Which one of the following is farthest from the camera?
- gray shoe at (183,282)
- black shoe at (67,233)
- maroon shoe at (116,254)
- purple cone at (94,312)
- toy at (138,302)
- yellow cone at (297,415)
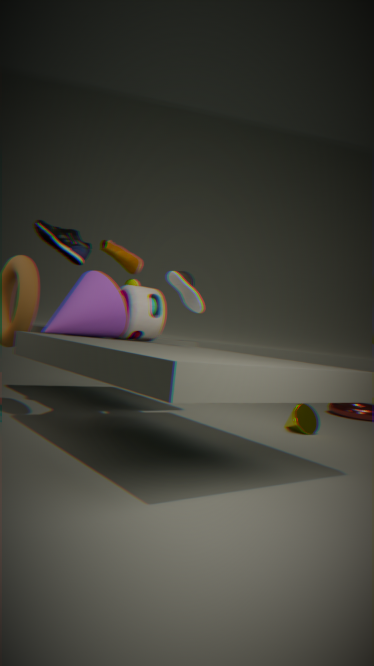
maroon shoe at (116,254)
